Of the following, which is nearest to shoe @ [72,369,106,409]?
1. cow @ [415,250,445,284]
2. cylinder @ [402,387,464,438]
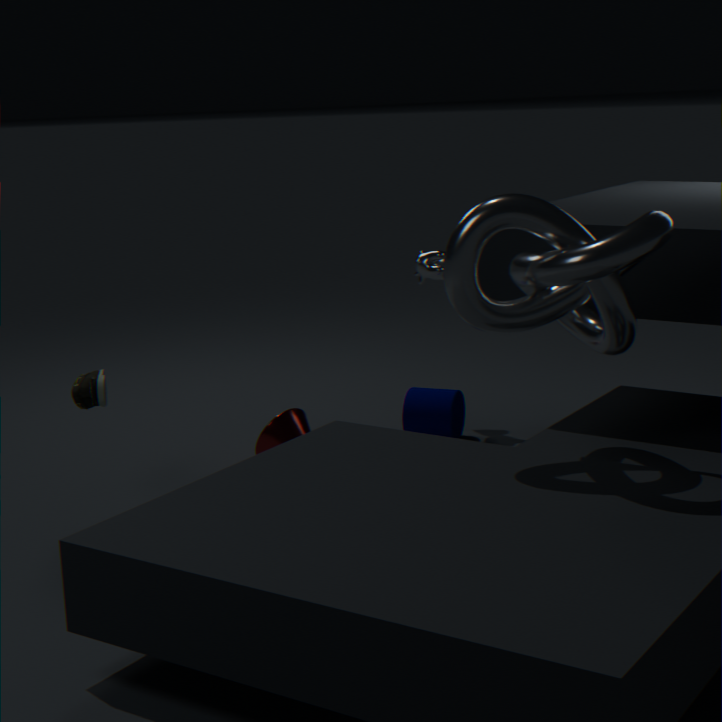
cylinder @ [402,387,464,438]
